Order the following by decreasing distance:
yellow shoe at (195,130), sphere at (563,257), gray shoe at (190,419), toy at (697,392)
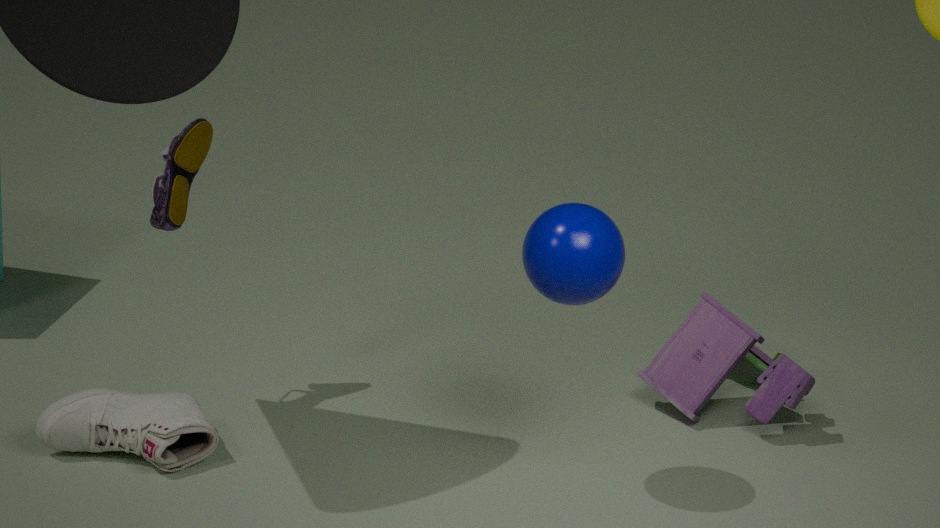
toy at (697,392) < yellow shoe at (195,130) < gray shoe at (190,419) < sphere at (563,257)
